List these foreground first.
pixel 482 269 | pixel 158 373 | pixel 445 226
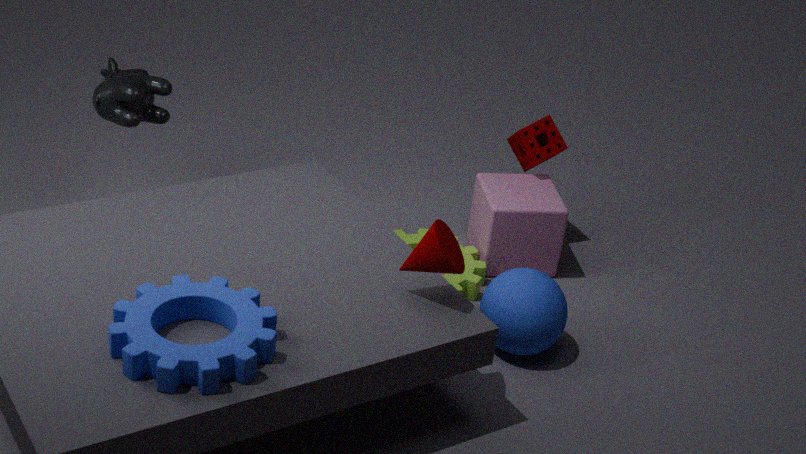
pixel 158 373 < pixel 445 226 < pixel 482 269
